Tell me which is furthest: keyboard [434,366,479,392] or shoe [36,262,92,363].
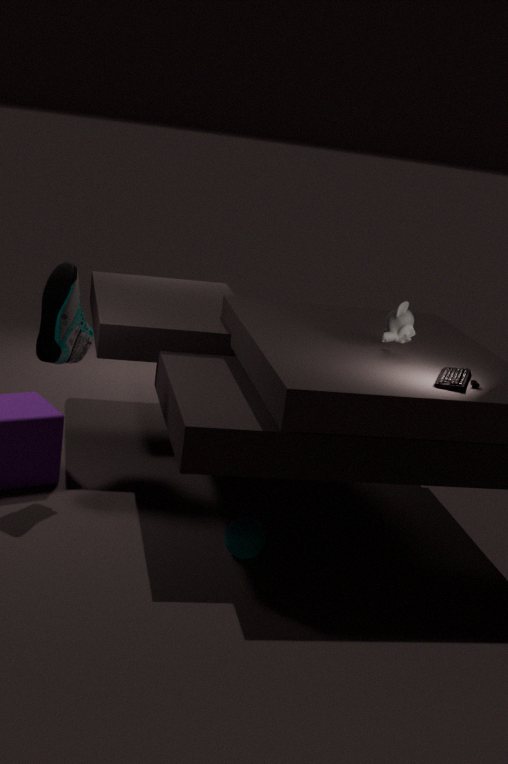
shoe [36,262,92,363]
